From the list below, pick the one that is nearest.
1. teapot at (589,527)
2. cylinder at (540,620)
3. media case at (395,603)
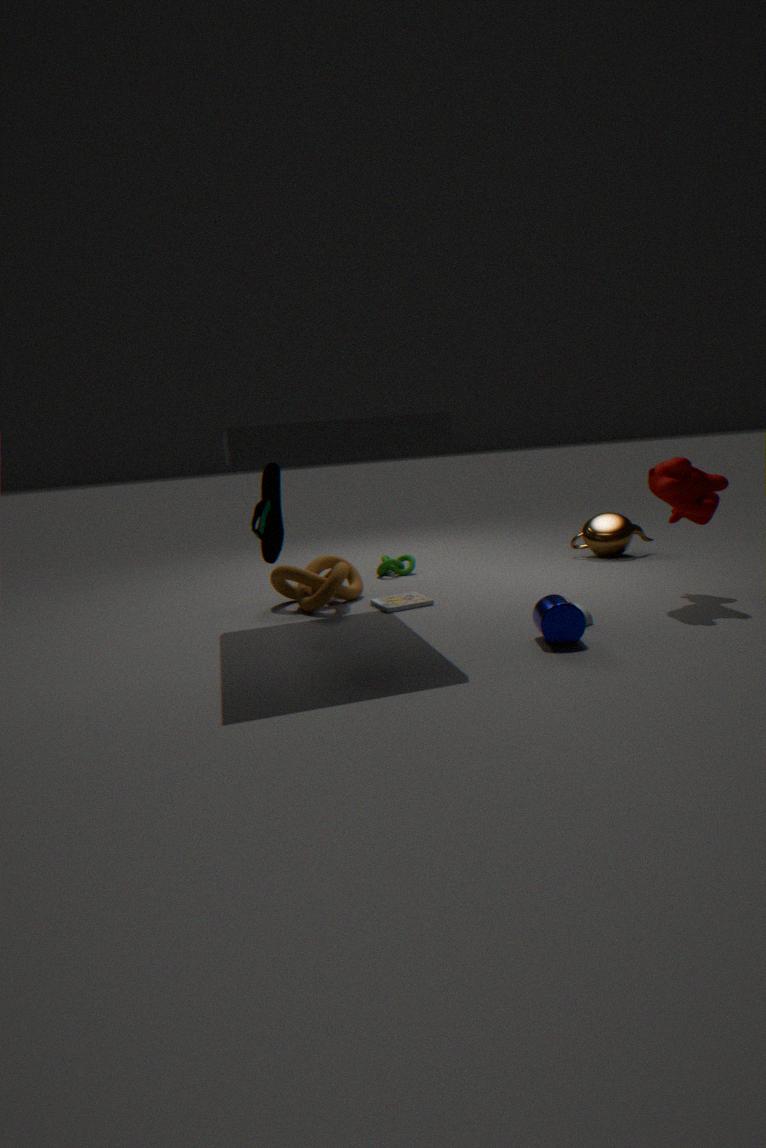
cylinder at (540,620)
